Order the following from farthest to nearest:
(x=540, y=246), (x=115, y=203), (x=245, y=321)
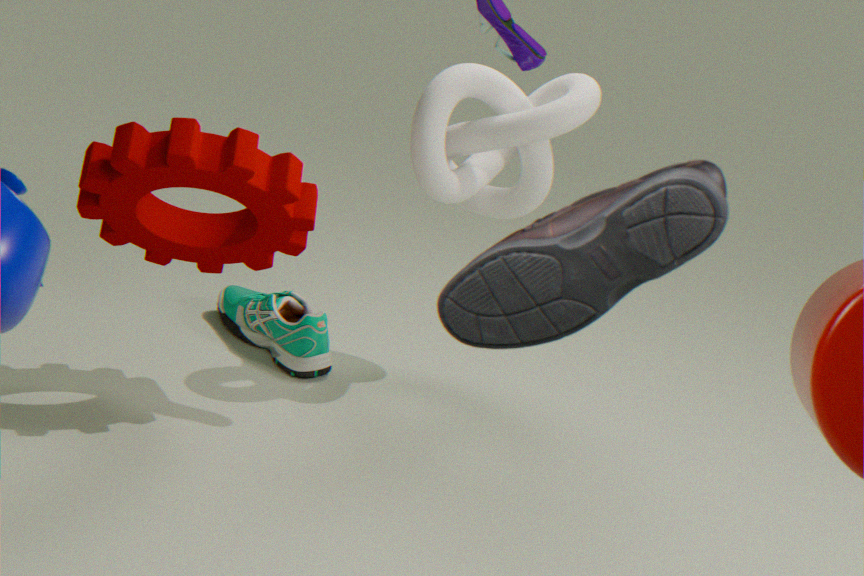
(x=245, y=321) < (x=115, y=203) < (x=540, y=246)
